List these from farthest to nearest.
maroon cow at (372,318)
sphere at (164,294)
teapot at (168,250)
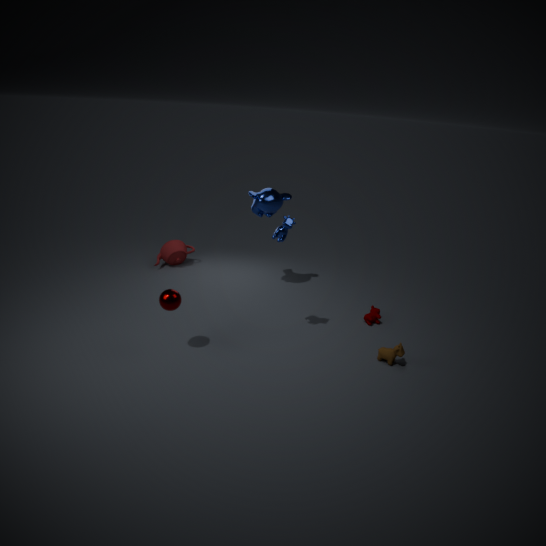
teapot at (168,250)
maroon cow at (372,318)
sphere at (164,294)
